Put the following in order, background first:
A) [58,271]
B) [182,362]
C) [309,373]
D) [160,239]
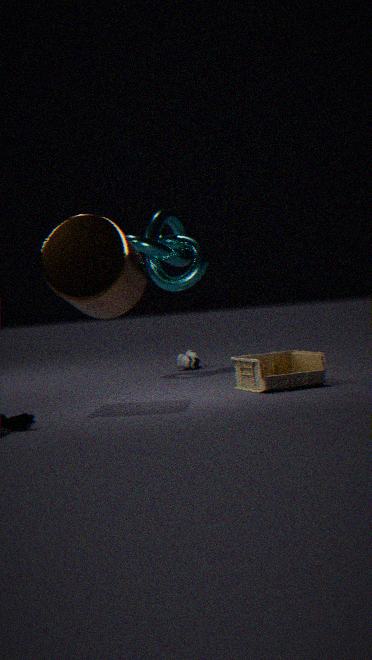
1. [160,239]
2. [182,362]
3. [309,373]
4. [58,271]
